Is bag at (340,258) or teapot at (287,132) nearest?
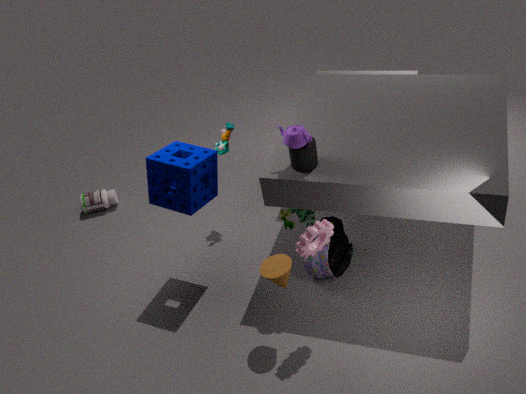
teapot at (287,132)
